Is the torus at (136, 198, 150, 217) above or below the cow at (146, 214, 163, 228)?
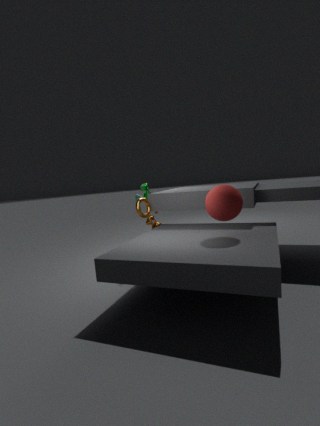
above
